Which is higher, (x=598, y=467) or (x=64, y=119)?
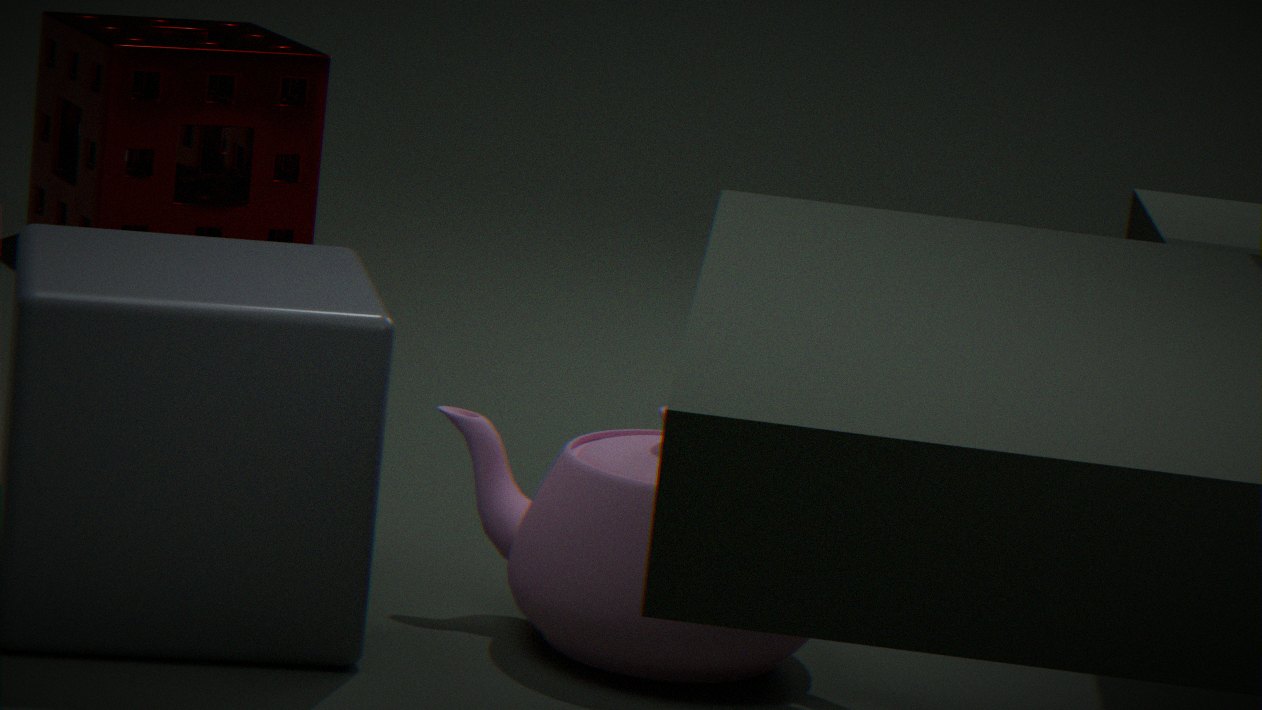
(x=64, y=119)
